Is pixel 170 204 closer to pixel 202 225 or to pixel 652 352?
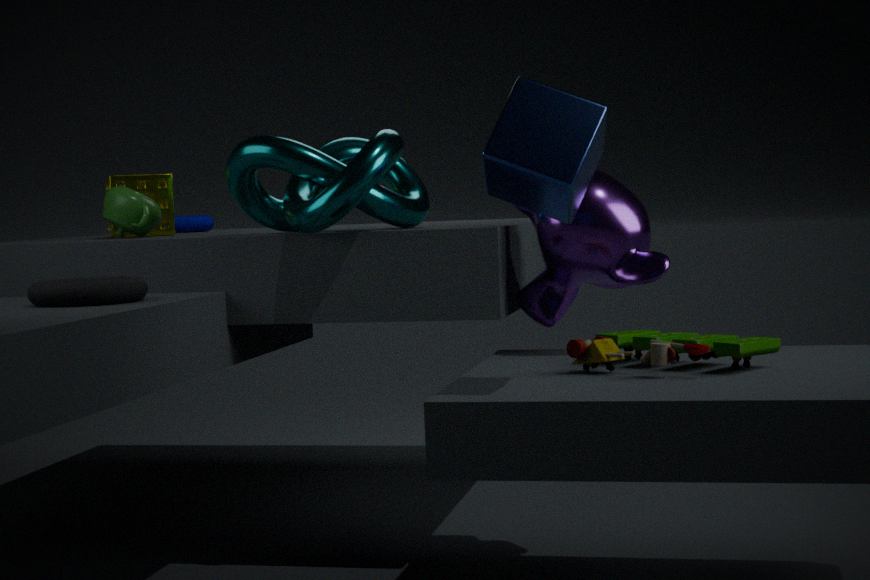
pixel 202 225
